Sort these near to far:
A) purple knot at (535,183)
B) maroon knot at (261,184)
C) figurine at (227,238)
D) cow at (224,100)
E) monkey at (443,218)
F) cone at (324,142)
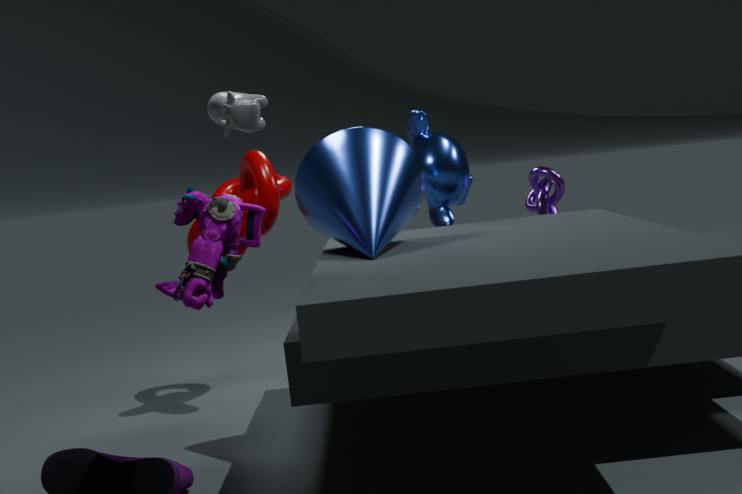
→ cow at (224,100), figurine at (227,238), cone at (324,142), maroon knot at (261,184), monkey at (443,218), purple knot at (535,183)
